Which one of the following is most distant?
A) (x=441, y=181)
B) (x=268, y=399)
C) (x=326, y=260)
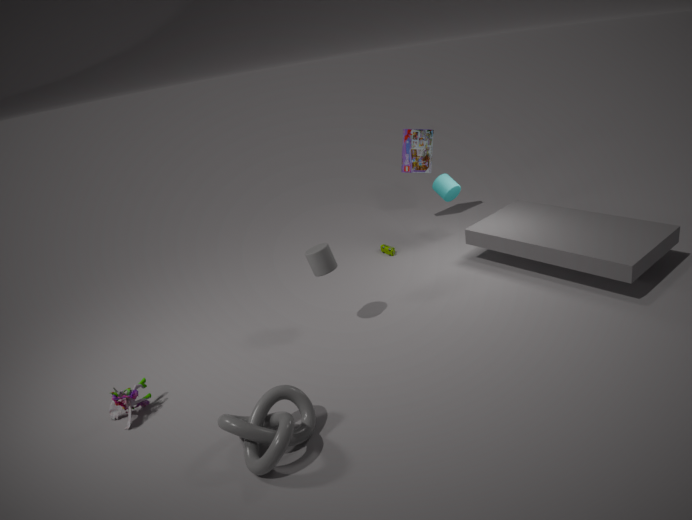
(x=441, y=181)
